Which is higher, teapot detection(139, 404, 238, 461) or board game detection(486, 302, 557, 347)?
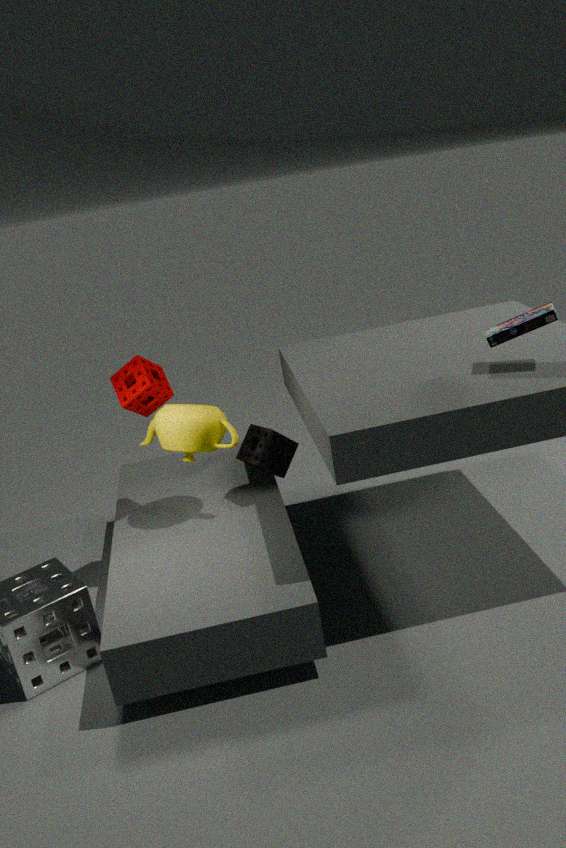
board game detection(486, 302, 557, 347)
